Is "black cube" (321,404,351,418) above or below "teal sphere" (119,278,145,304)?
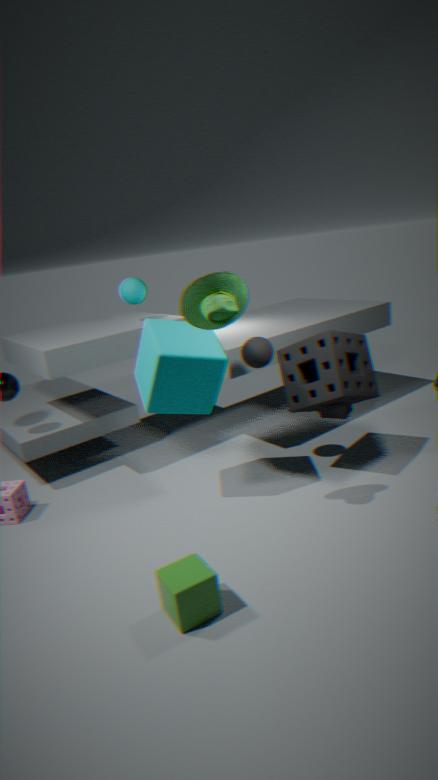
below
